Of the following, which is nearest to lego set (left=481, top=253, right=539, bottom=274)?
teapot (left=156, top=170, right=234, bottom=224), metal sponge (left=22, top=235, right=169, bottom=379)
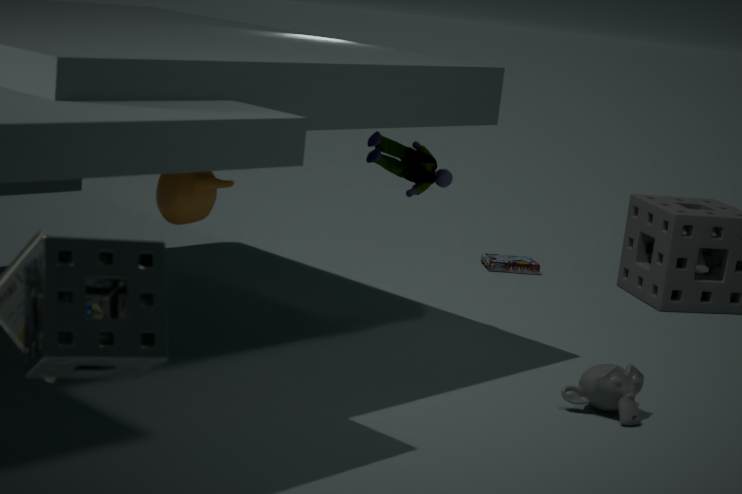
teapot (left=156, top=170, right=234, bottom=224)
